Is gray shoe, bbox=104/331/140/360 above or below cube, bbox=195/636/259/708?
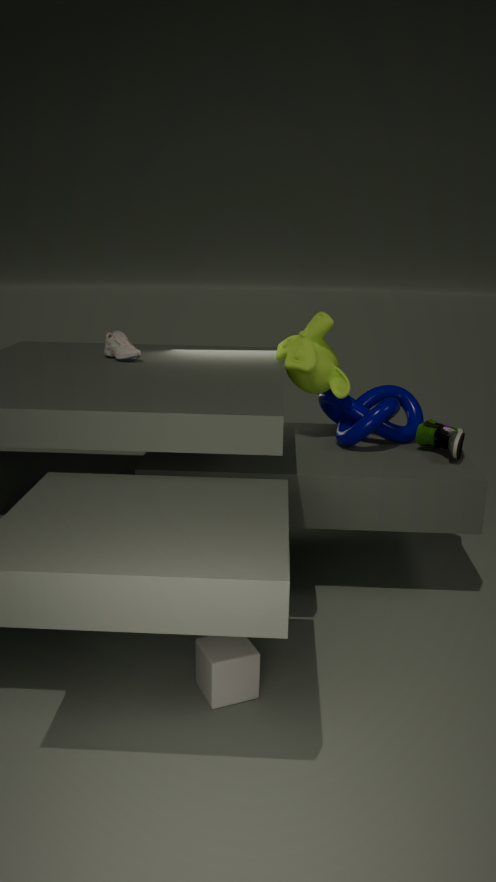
above
